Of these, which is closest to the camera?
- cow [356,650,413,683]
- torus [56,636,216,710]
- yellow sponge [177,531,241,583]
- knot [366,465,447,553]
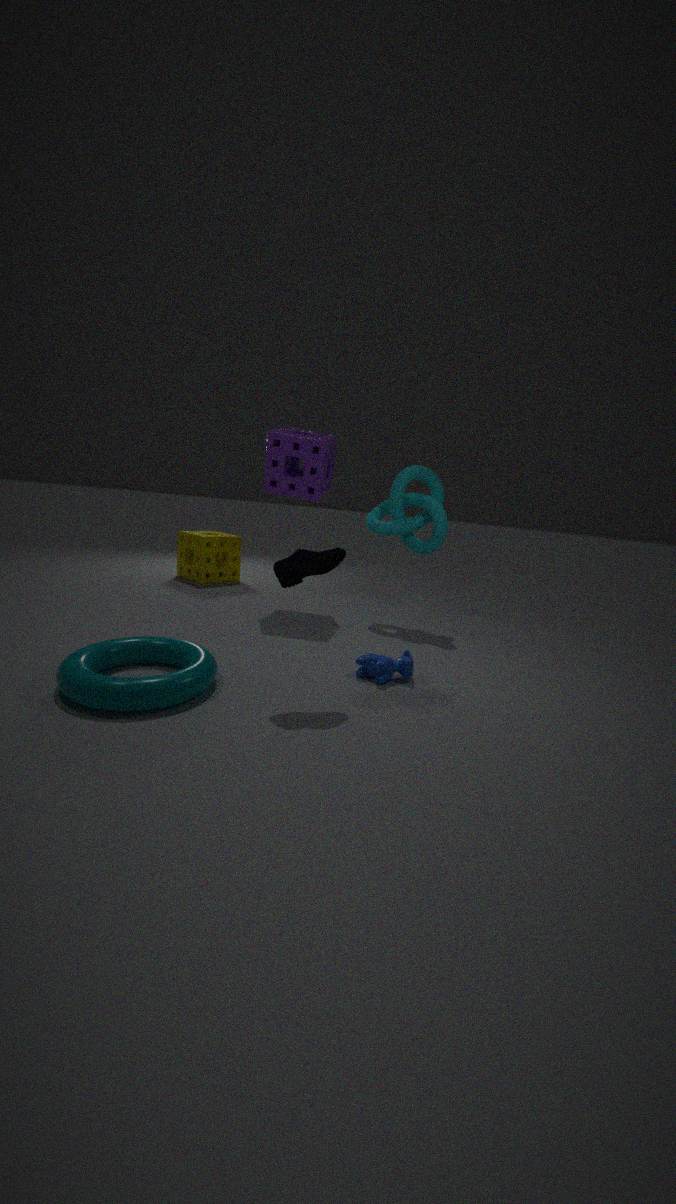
torus [56,636,216,710]
